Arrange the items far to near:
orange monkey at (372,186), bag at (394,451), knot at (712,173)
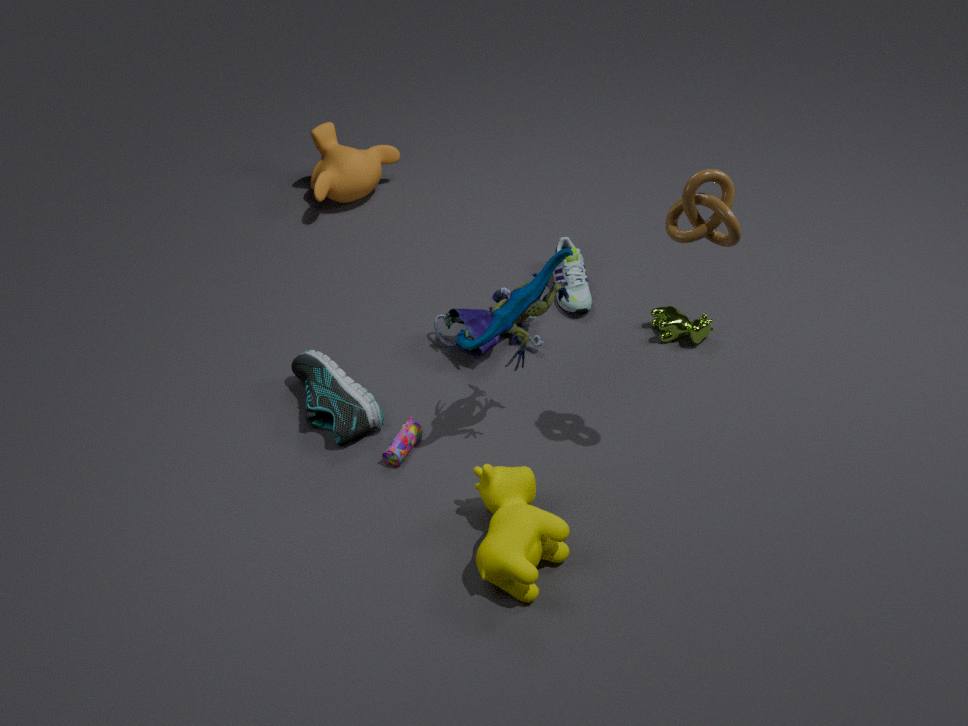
orange monkey at (372,186) < bag at (394,451) < knot at (712,173)
